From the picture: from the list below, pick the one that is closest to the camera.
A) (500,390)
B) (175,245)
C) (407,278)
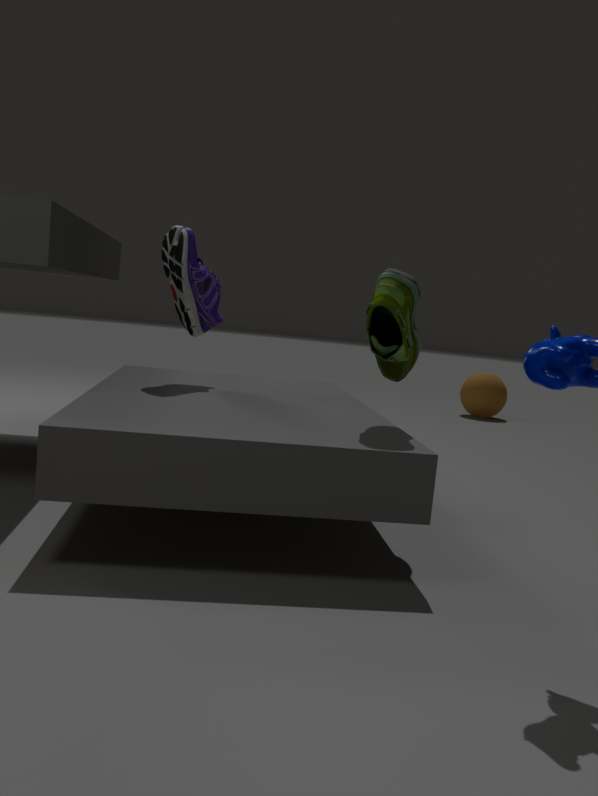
(407,278)
